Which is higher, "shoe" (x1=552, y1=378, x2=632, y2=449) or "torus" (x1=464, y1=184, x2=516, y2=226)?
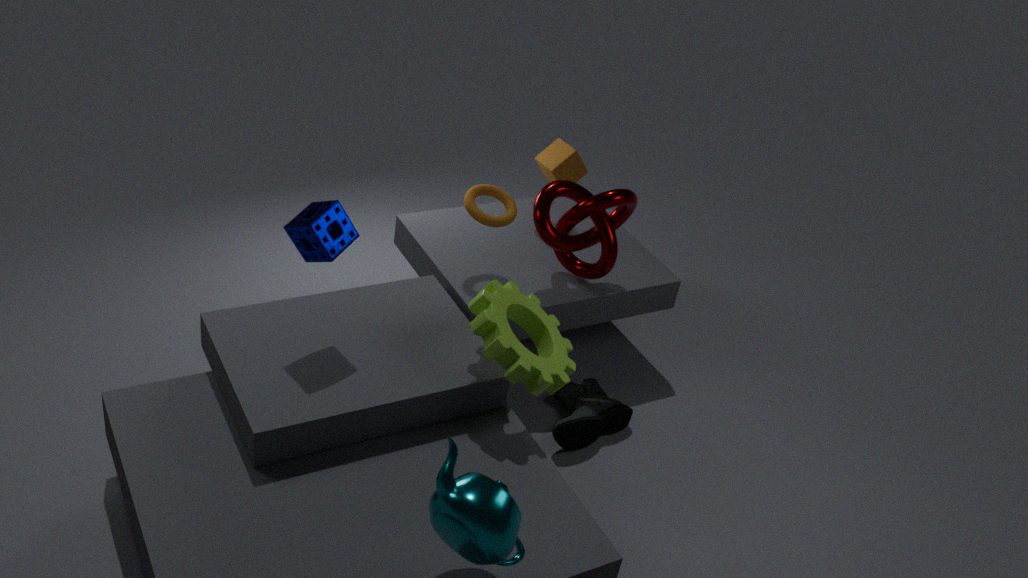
"torus" (x1=464, y1=184, x2=516, y2=226)
